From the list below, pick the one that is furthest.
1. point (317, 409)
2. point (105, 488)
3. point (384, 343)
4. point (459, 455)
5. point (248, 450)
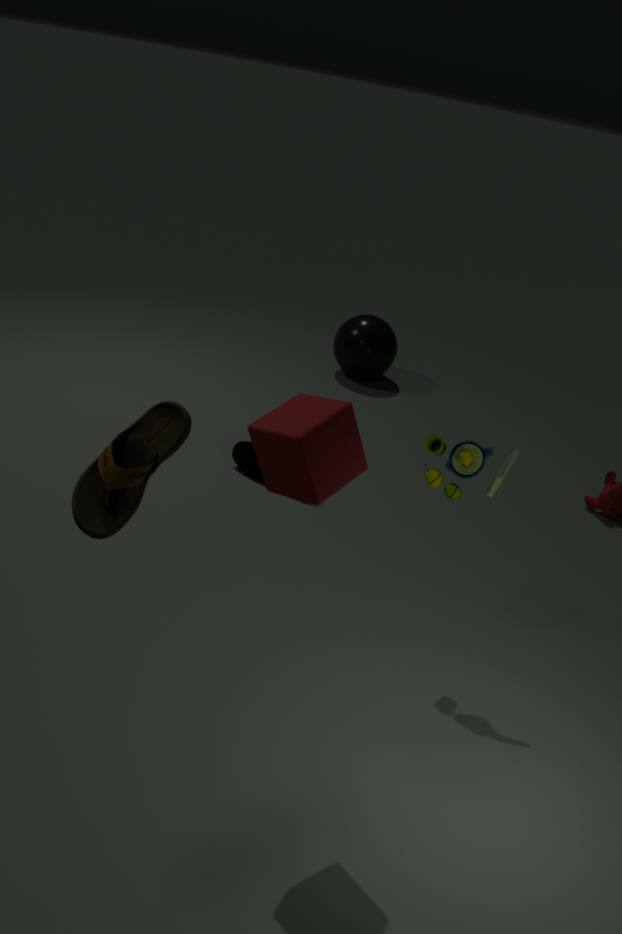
point (384, 343)
